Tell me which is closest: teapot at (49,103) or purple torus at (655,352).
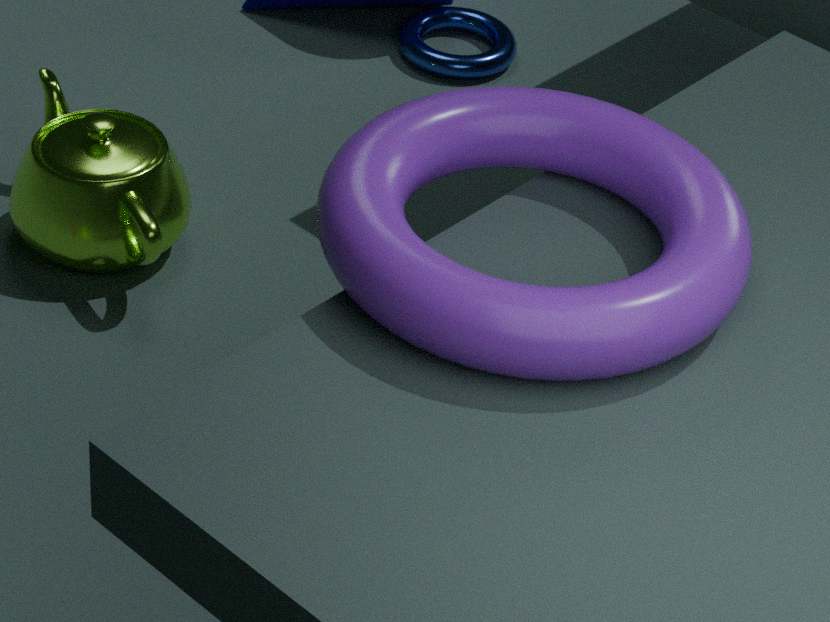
purple torus at (655,352)
